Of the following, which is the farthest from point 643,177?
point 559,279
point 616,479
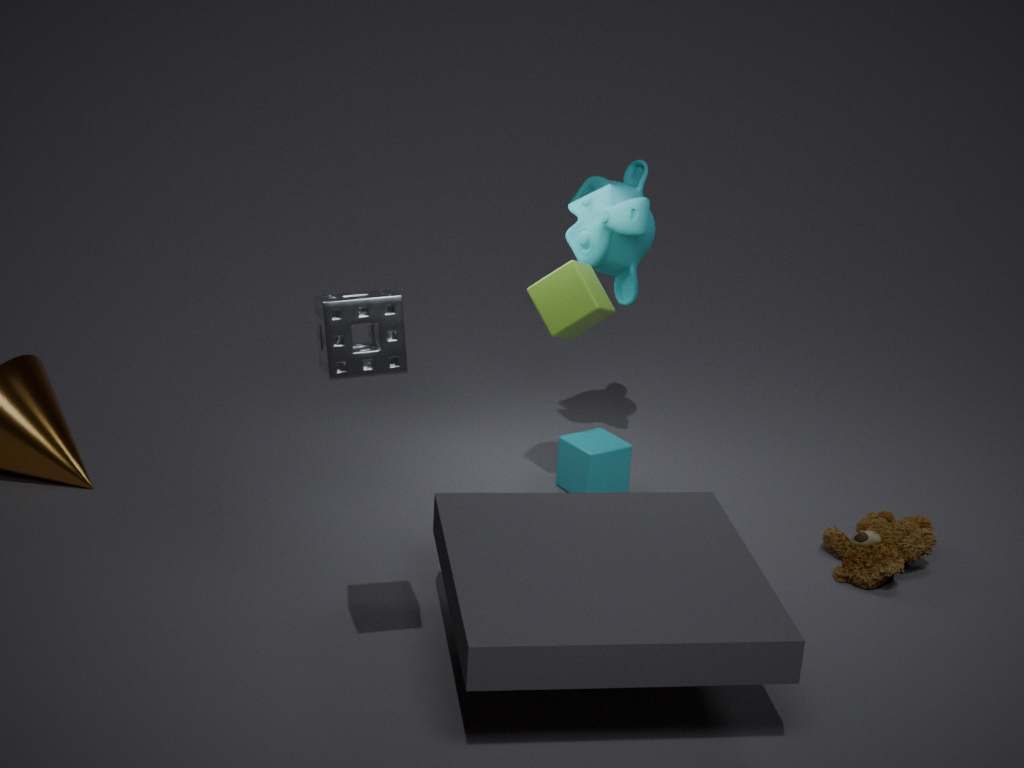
point 616,479
